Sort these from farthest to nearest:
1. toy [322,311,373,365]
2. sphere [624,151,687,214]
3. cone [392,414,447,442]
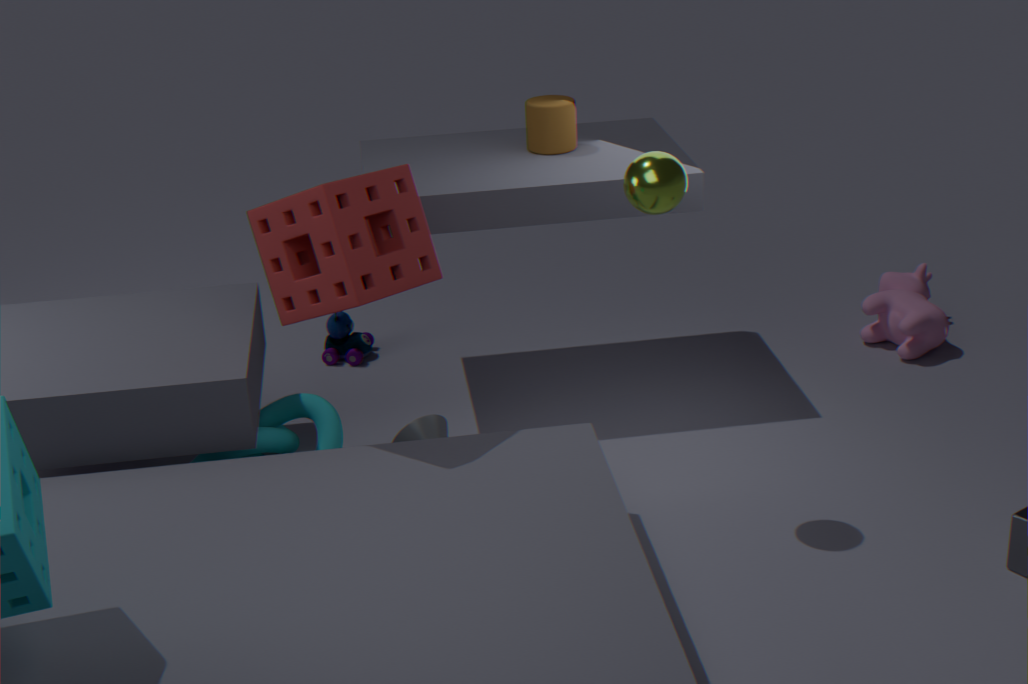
toy [322,311,373,365] → cone [392,414,447,442] → sphere [624,151,687,214]
